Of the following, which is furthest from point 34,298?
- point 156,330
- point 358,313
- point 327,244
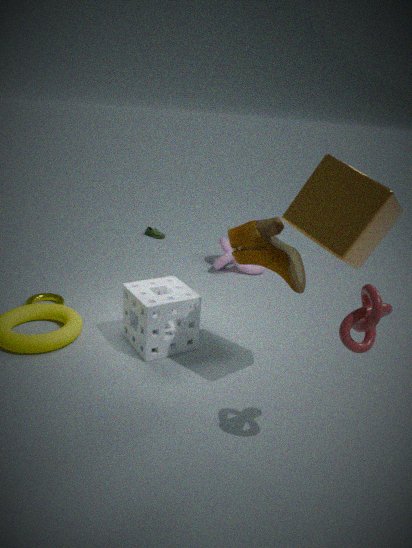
point 358,313
